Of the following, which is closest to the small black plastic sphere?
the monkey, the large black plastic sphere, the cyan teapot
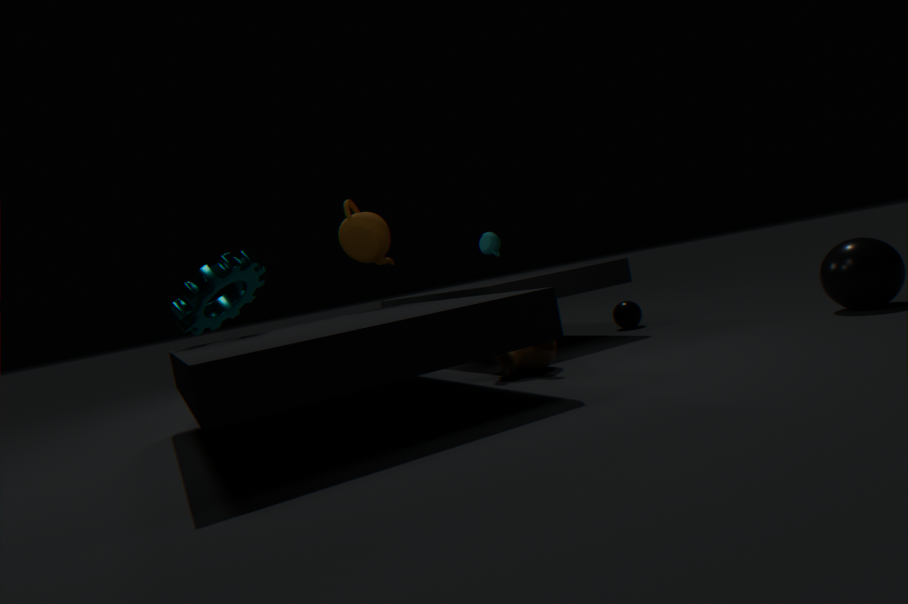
the monkey
